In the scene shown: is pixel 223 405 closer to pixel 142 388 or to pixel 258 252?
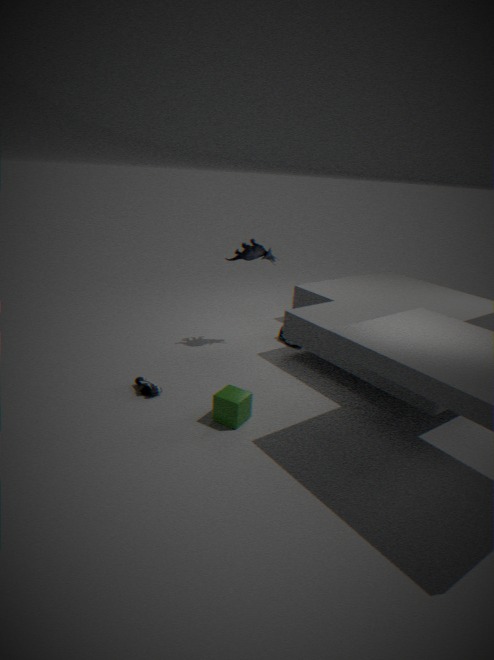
pixel 142 388
